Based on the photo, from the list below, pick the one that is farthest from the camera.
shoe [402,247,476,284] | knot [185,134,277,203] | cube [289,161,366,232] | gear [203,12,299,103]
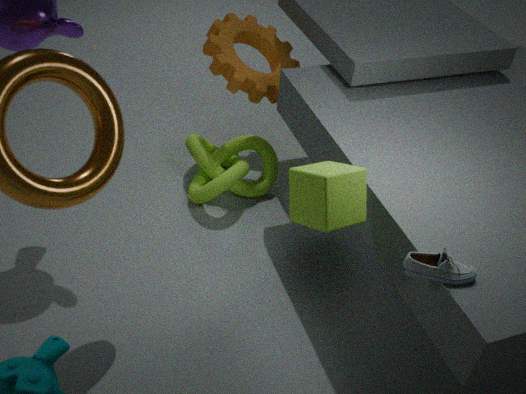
gear [203,12,299,103]
